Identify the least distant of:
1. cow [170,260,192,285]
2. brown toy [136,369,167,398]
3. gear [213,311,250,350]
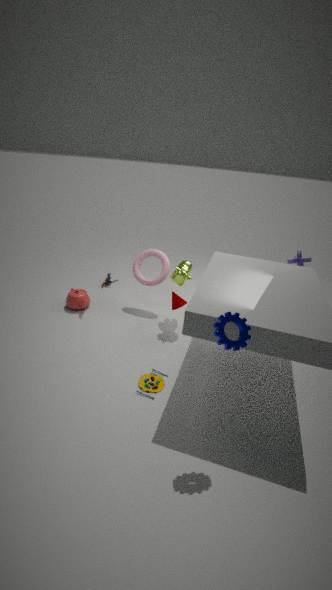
gear [213,311,250,350]
